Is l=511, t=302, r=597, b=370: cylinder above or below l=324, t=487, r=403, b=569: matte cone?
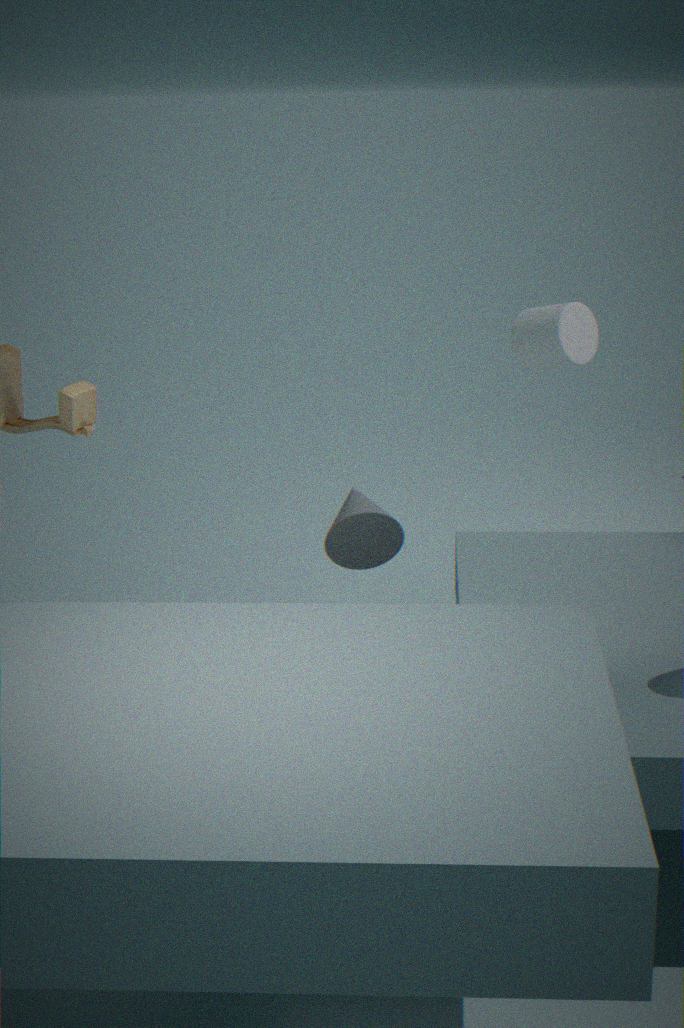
above
